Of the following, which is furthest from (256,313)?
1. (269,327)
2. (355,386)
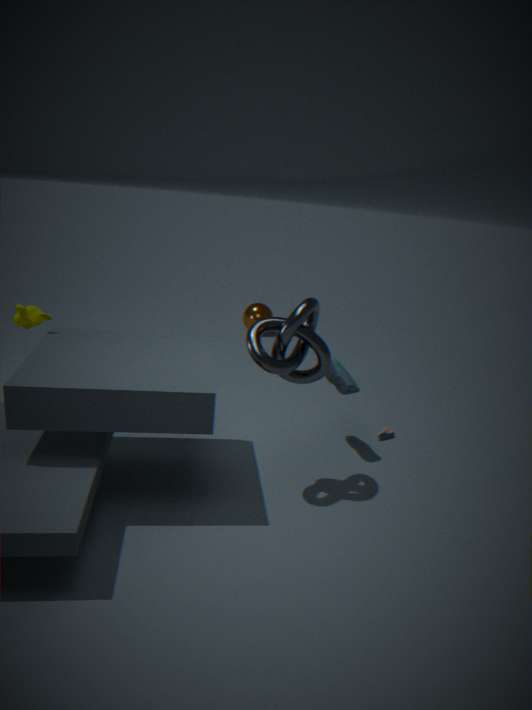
(269,327)
